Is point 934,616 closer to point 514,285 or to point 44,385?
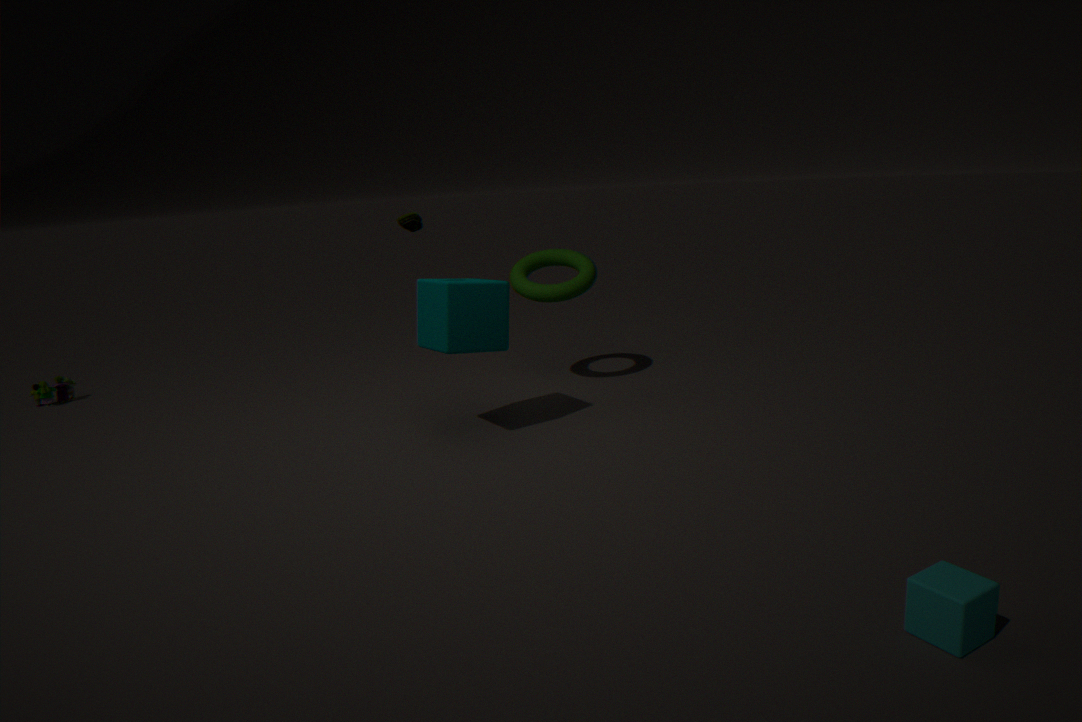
point 514,285
